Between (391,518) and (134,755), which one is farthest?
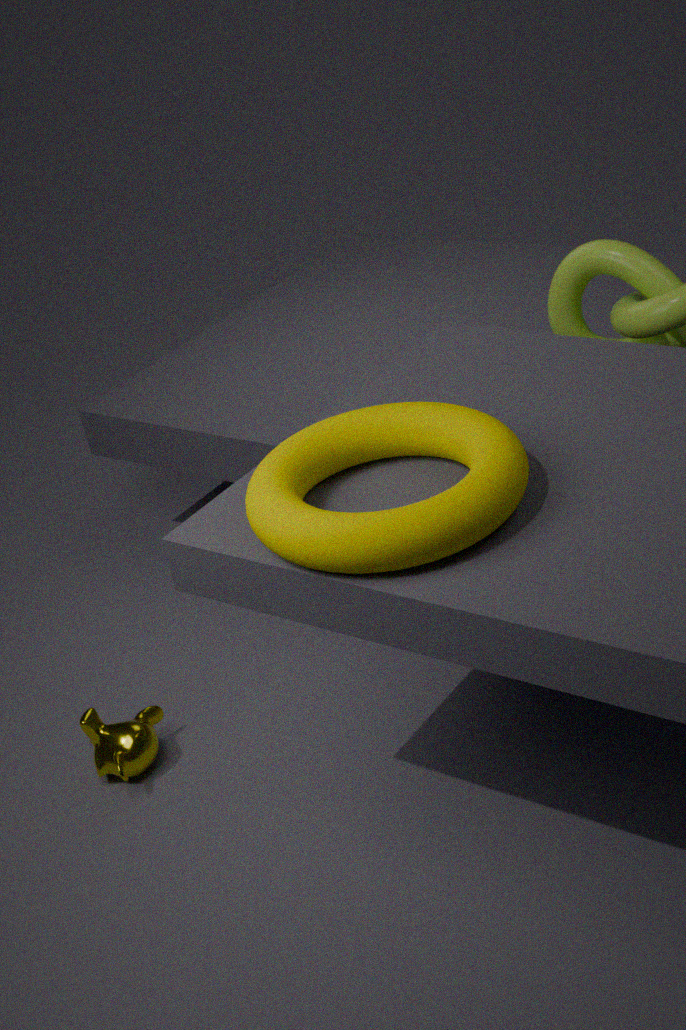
(134,755)
